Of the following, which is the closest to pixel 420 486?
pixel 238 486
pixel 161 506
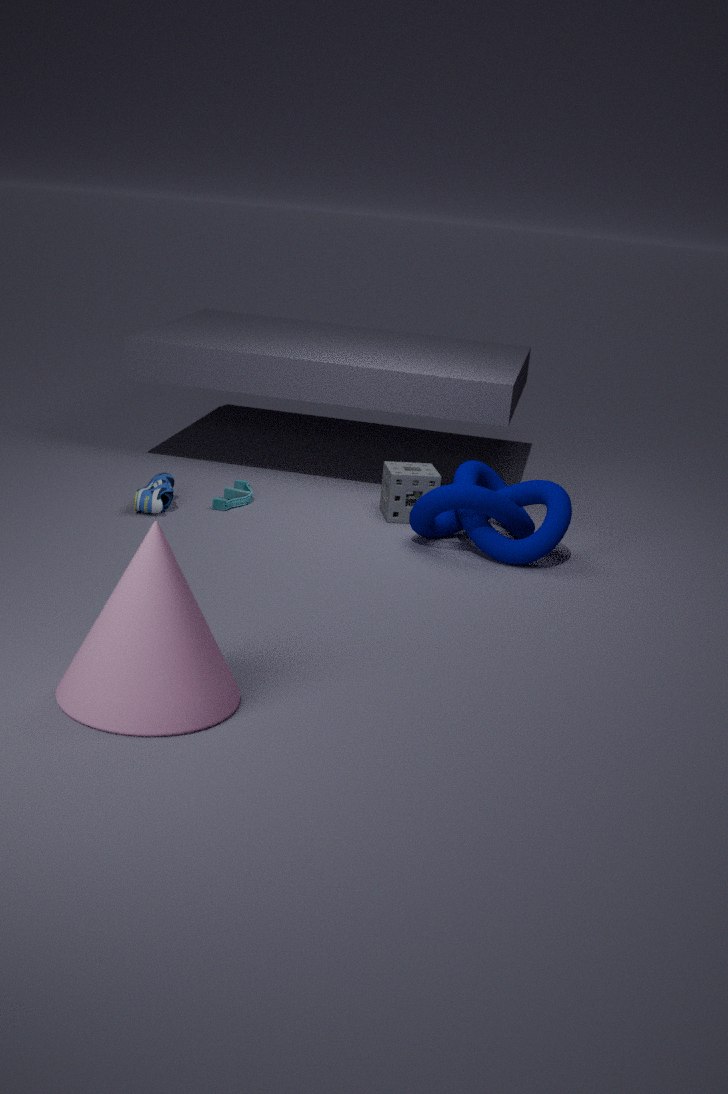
pixel 238 486
